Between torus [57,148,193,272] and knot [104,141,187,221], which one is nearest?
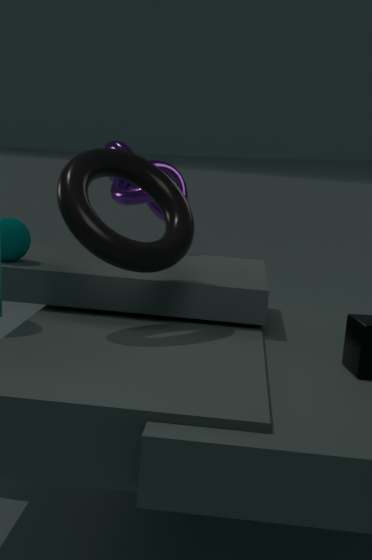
torus [57,148,193,272]
